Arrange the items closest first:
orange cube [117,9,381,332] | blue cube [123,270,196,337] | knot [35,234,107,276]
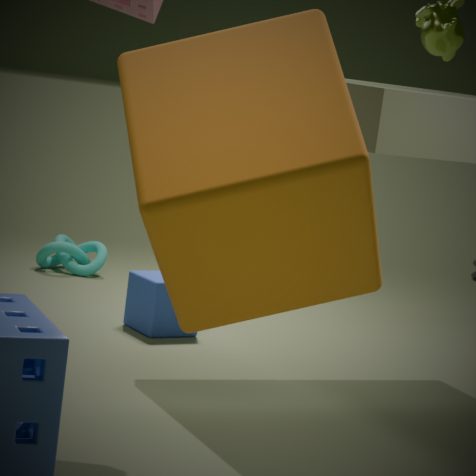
orange cube [117,9,381,332]
blue cube [123,270,196,337]
knot [35,234,107,276]
